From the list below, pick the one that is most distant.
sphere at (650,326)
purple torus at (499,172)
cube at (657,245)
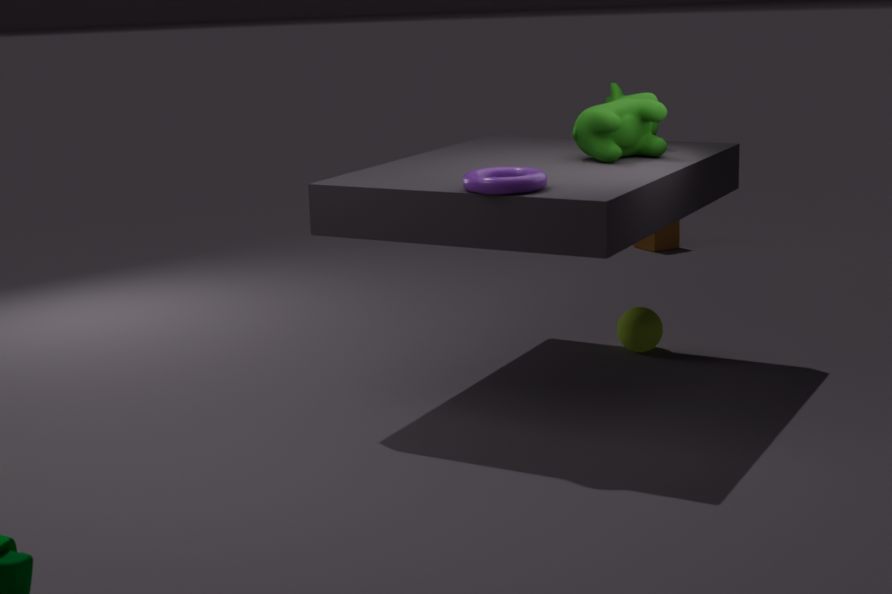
cube at (657,245)
